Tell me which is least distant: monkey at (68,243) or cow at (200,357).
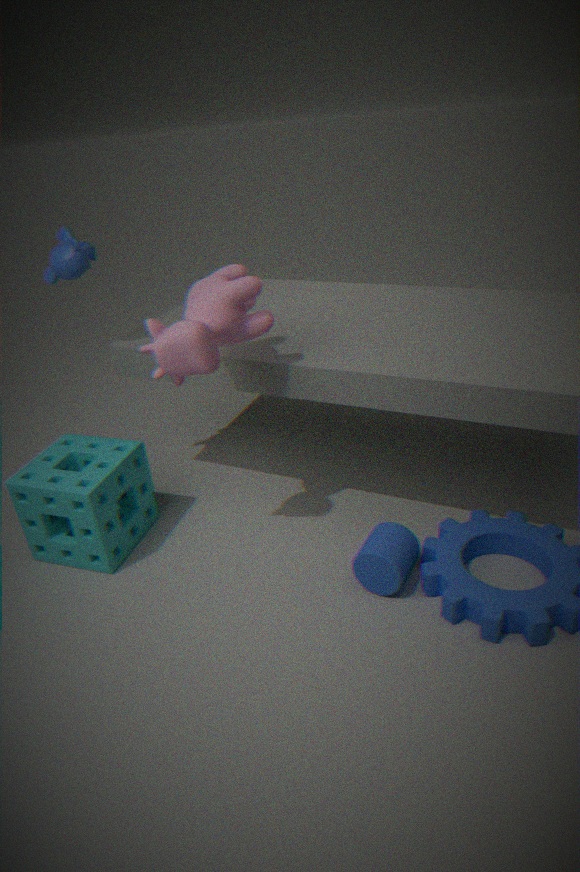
cow at (200,357)
